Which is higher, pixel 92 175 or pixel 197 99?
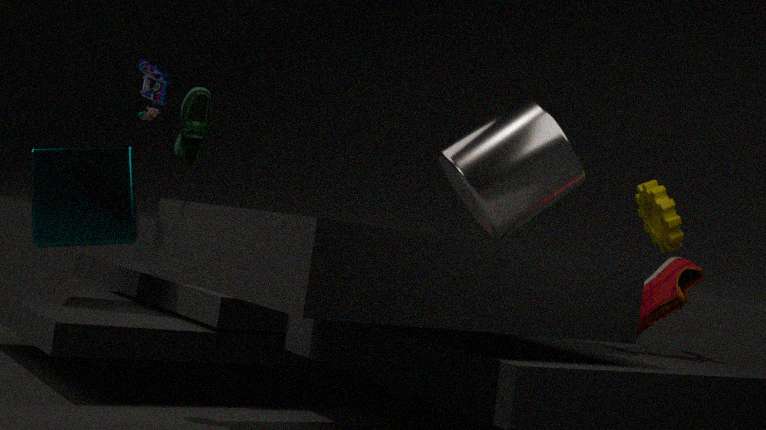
pixel 197 99
